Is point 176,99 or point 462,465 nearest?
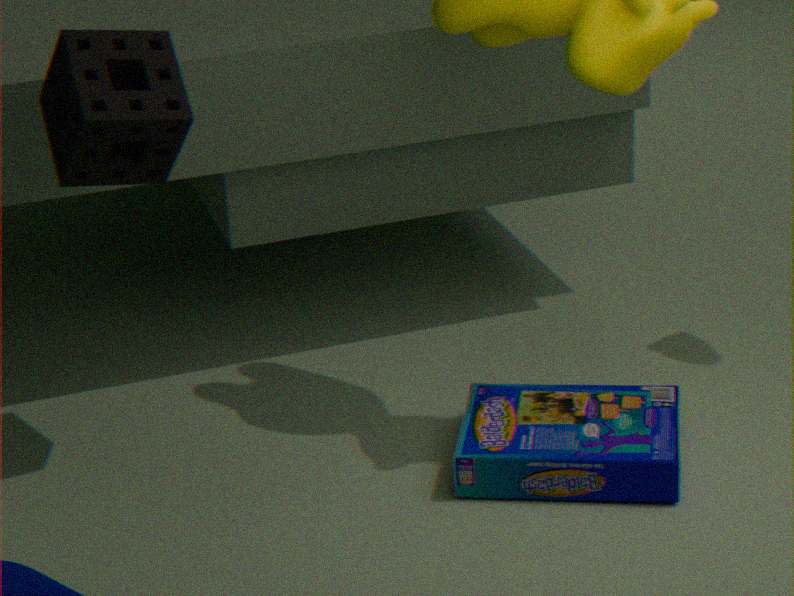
point 176,99
